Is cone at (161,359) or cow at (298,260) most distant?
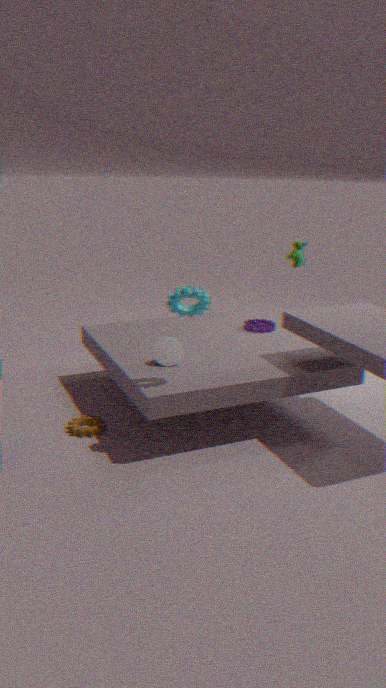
cow at (298,260)
